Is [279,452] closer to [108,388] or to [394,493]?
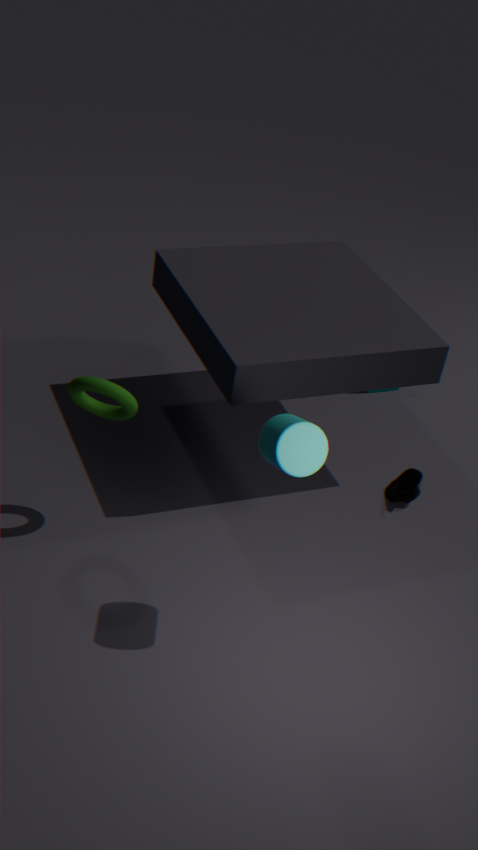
[108,388]
